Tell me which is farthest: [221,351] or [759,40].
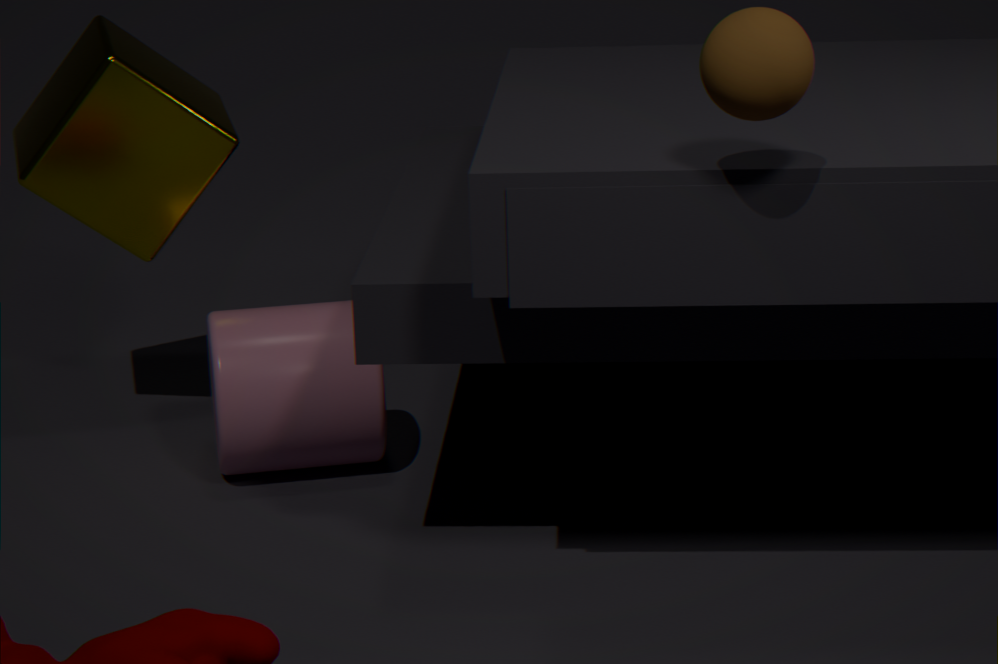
[221,351]
